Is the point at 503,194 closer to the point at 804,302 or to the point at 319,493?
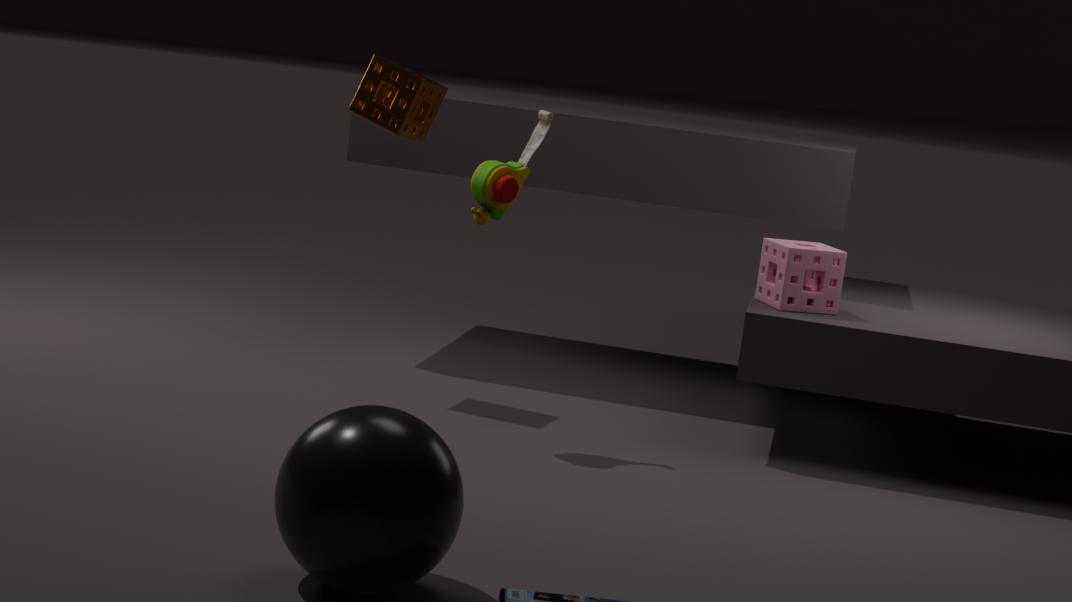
the point at 804,302
